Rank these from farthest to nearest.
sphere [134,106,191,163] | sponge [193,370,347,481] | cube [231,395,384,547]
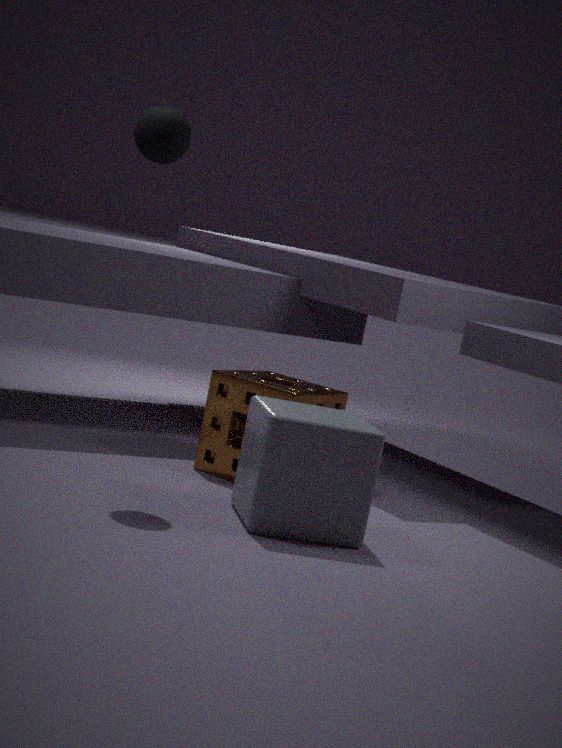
sponge [193,370,347,481] → sphere [134,106,191,163] → cube [231,395,384,547]
